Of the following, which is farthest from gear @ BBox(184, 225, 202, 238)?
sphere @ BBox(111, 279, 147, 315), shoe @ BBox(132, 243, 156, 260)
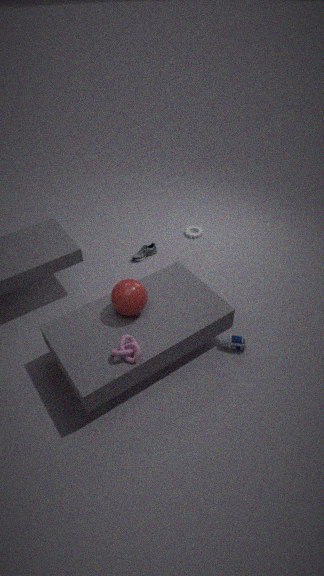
sphere @ BBox(111, 279, 147, 315)
